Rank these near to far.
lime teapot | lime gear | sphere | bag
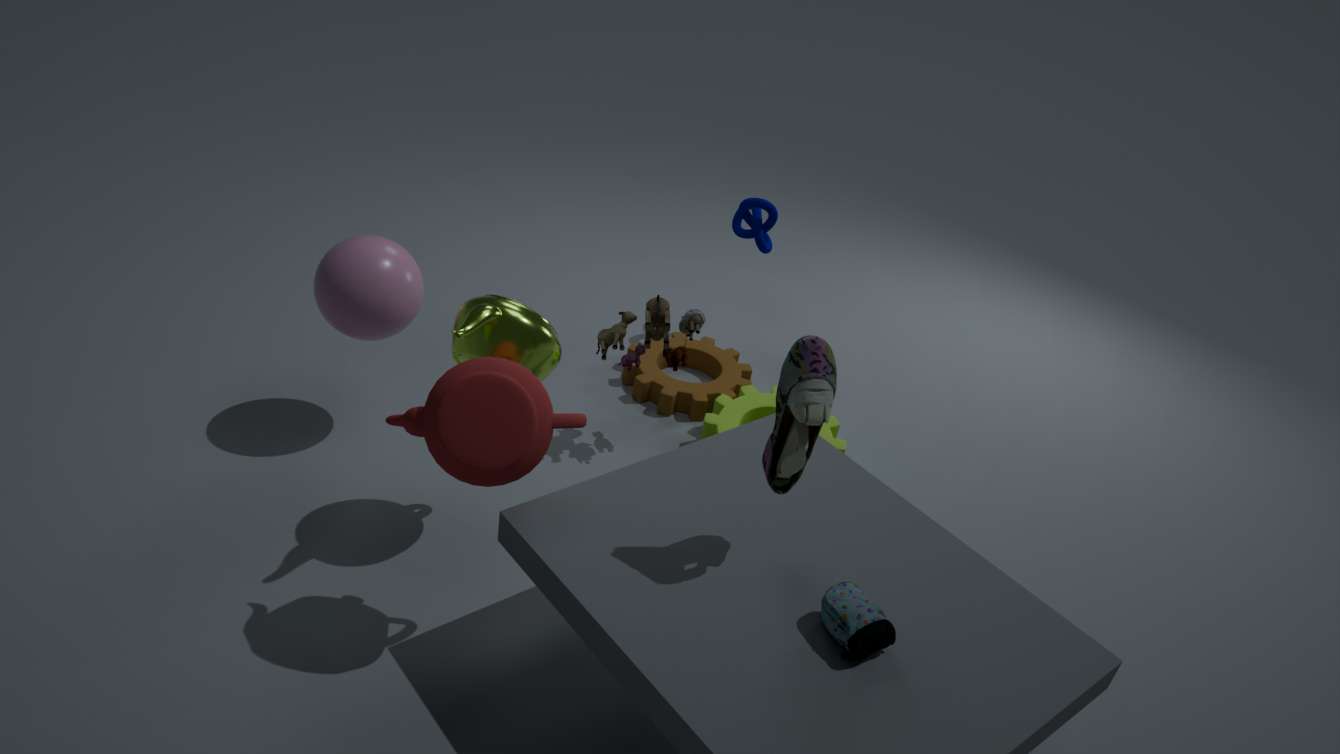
1. bag
2. lime teapot
3. sphere
4. lime gear
